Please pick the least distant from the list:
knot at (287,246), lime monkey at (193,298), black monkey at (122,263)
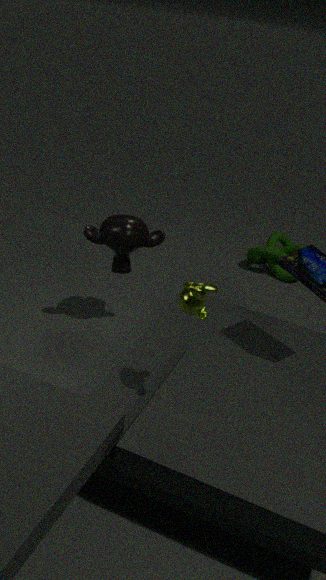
lime monkey at (193,298)
